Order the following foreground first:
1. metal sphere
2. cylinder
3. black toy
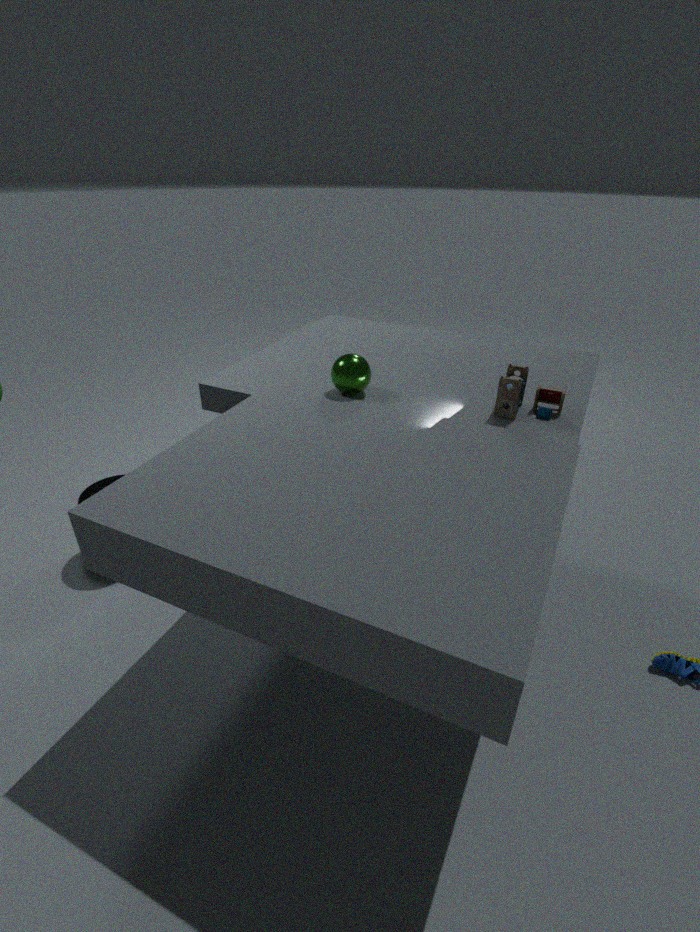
black toy → metal sphere → cylinder
